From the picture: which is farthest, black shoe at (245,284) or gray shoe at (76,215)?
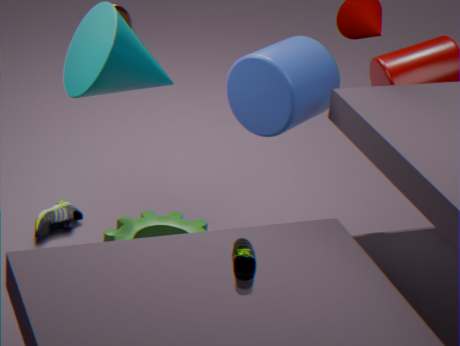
gray shoe at (76,215)
